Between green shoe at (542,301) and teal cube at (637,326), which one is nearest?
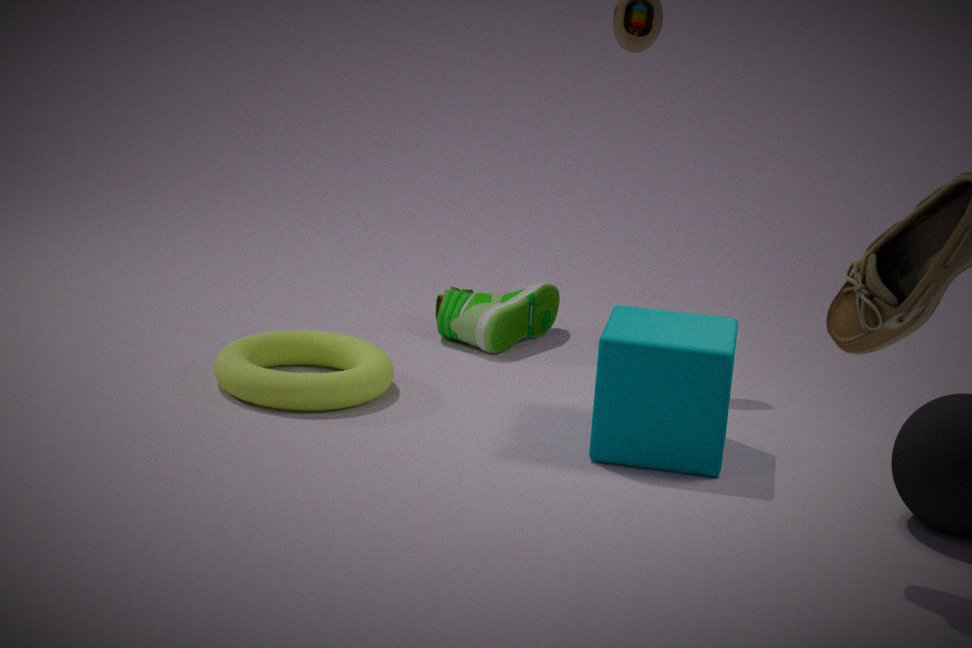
teal cube at (637,326)
